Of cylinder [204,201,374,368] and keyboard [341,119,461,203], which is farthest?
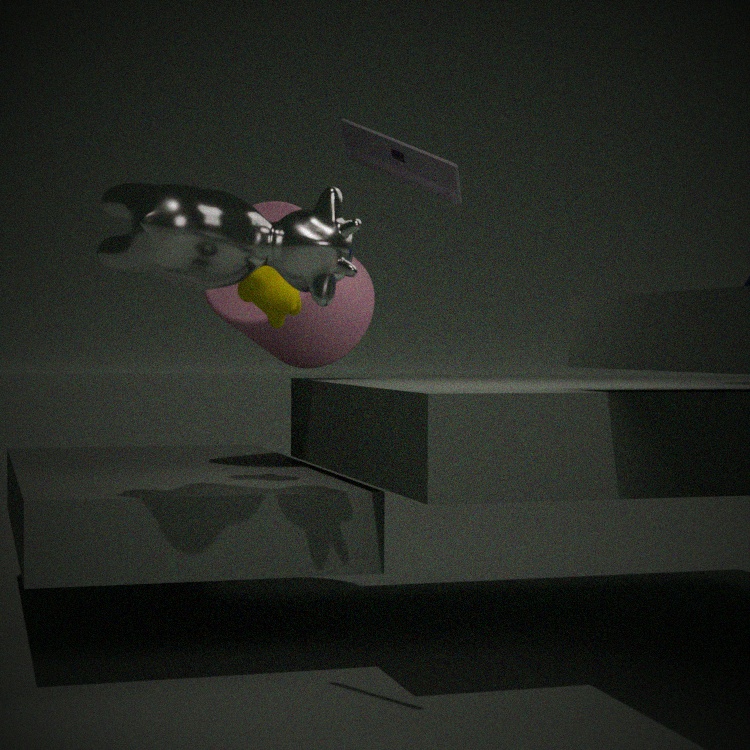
cylinder [204,201,374,368]
